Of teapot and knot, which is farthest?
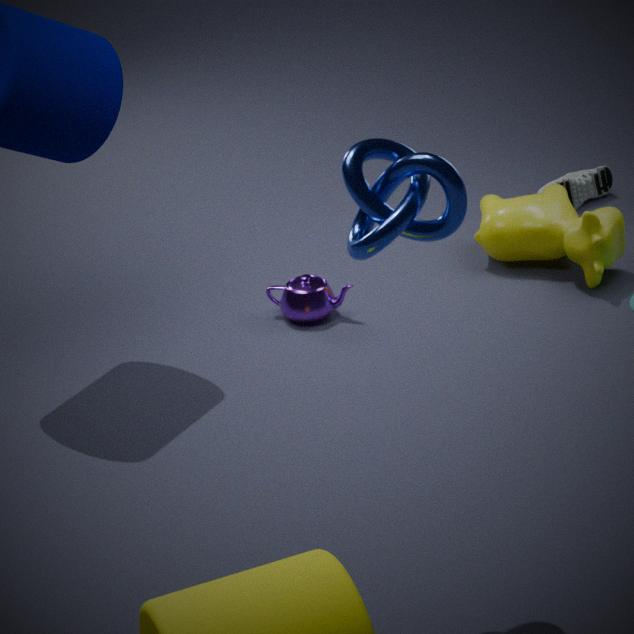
teapot
